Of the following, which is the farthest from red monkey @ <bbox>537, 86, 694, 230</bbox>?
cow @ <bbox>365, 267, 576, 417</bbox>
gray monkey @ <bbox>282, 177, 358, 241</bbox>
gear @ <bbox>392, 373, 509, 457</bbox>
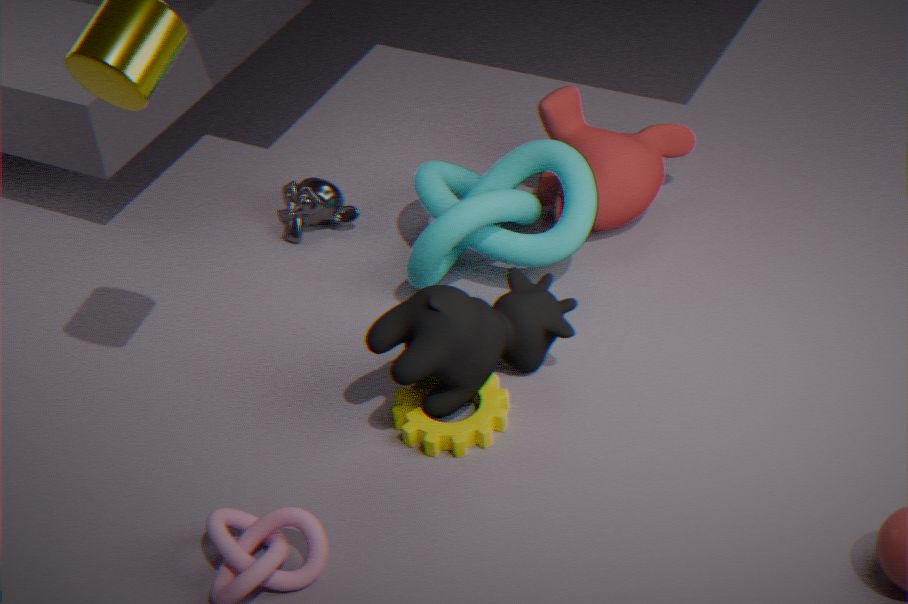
gray monkey @ <bbox>282, 177, 358, 241</bbox>
